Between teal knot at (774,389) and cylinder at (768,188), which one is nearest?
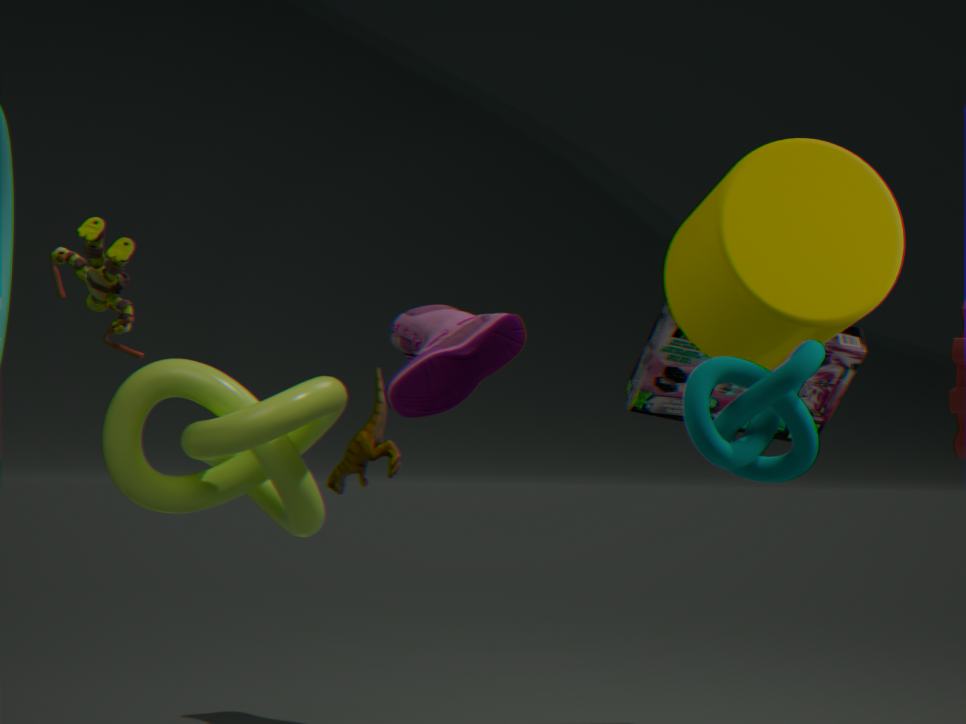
teal knot at (774,389)
